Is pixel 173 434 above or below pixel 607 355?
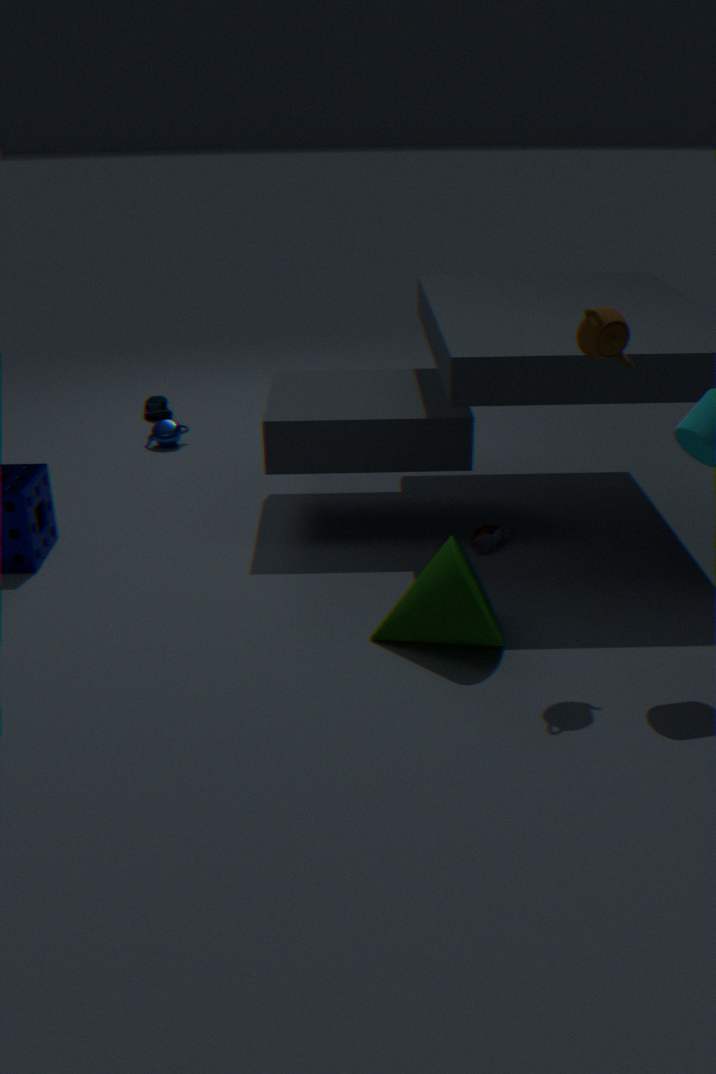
below
